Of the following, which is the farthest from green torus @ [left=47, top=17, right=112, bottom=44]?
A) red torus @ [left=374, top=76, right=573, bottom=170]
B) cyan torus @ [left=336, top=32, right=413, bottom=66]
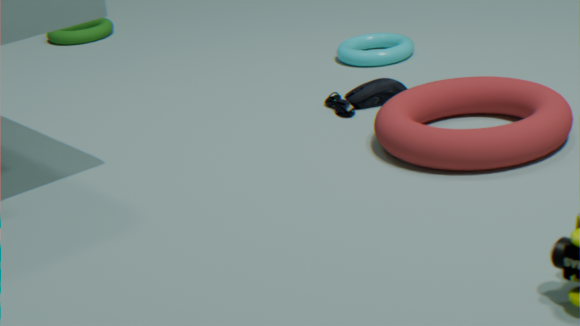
red torus @ [left=374, top=76, right=573, bottom=170]
